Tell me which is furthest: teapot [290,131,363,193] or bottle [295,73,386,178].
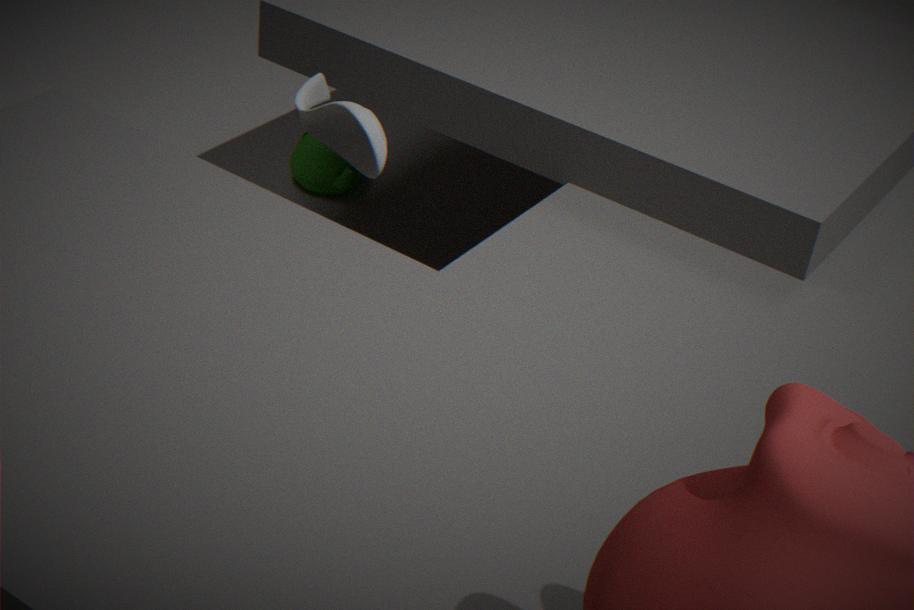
teapot [290,131,363,193]
